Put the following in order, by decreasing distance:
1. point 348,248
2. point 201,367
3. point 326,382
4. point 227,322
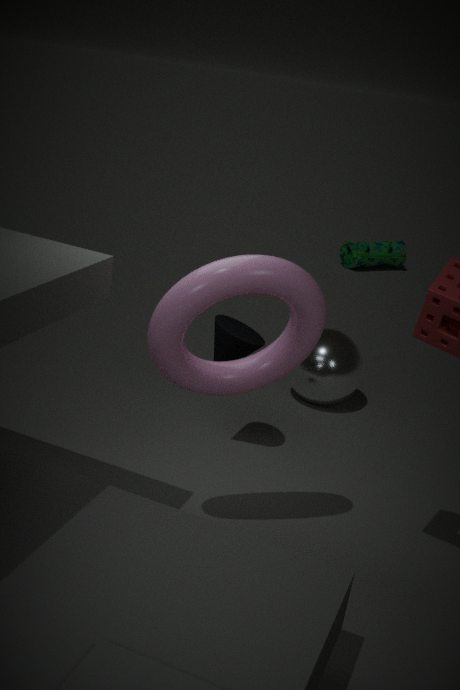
point 348,248, point 326,382, point 227,322, point 201,367
